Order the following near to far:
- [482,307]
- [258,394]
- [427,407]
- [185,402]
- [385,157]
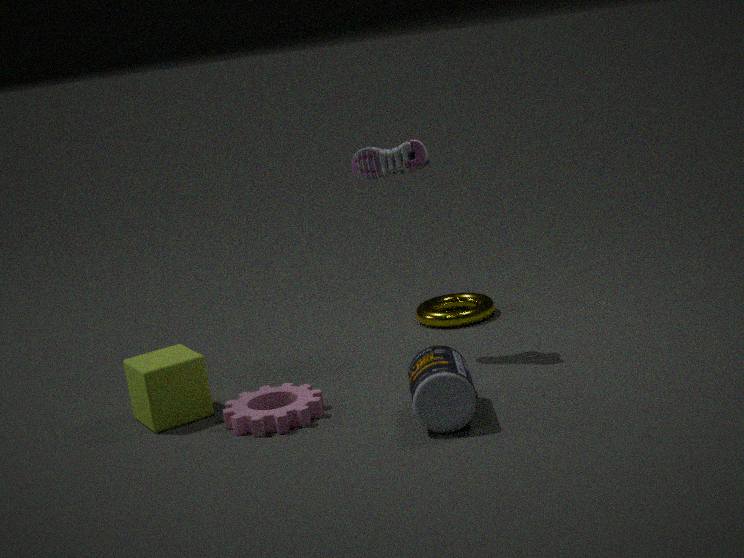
1. [427,407]
2. [185,402]
3. [258,394]
4. [385,157]
5. [482,307]
